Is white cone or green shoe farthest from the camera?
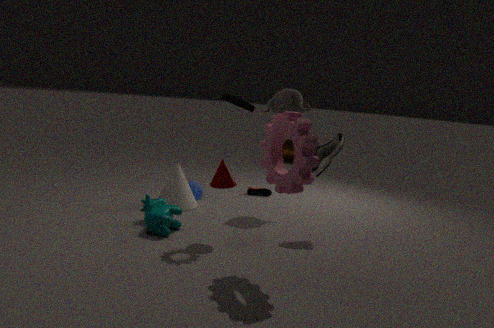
green shoe
